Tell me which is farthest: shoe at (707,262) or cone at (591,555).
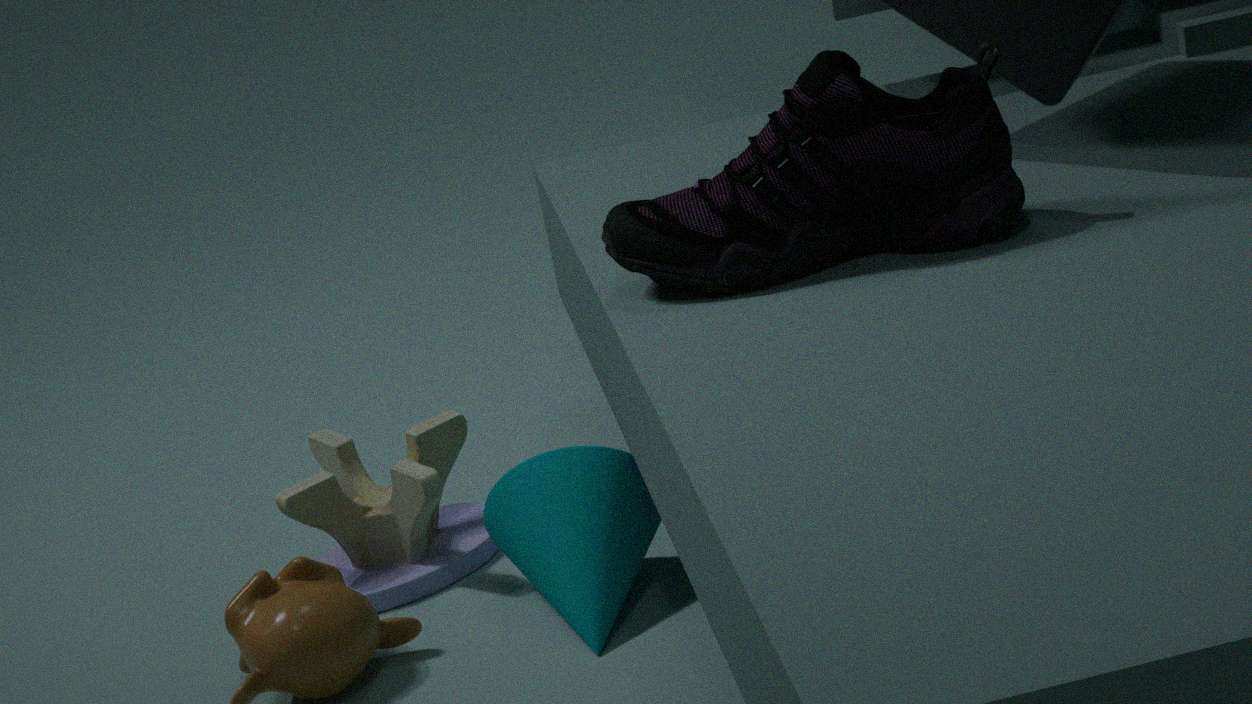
cone at (591,555)
